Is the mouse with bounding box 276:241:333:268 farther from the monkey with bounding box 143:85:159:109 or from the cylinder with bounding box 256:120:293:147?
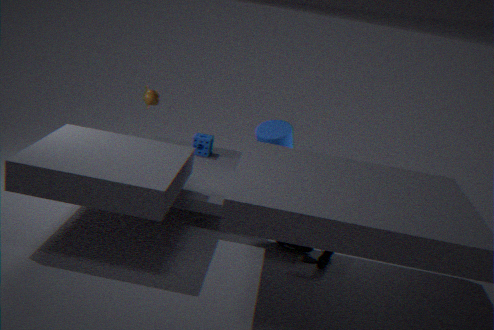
the monkey with bounding box 143:85:159:109
